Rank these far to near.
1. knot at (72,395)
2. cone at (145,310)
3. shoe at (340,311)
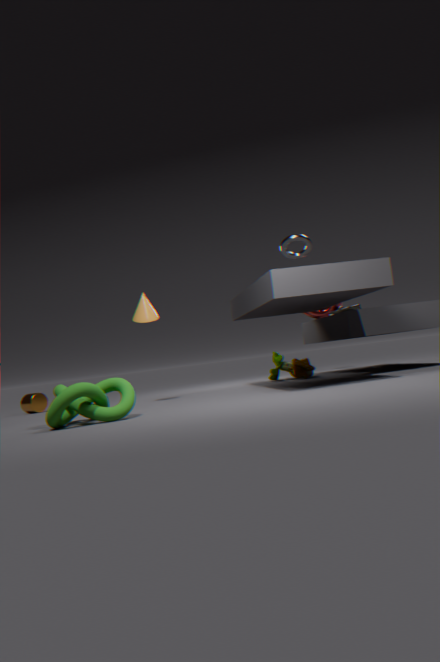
shoe at (340,311) → cone at (145,310) → knot at (72,395)
